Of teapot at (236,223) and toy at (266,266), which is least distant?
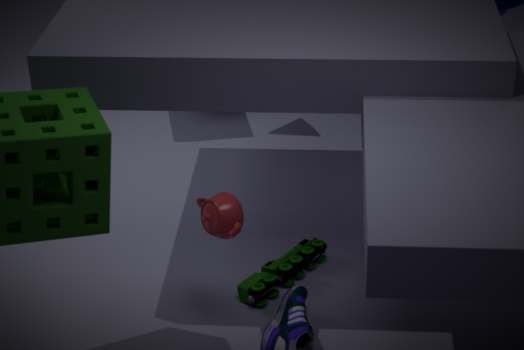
teapot at (236,223)
